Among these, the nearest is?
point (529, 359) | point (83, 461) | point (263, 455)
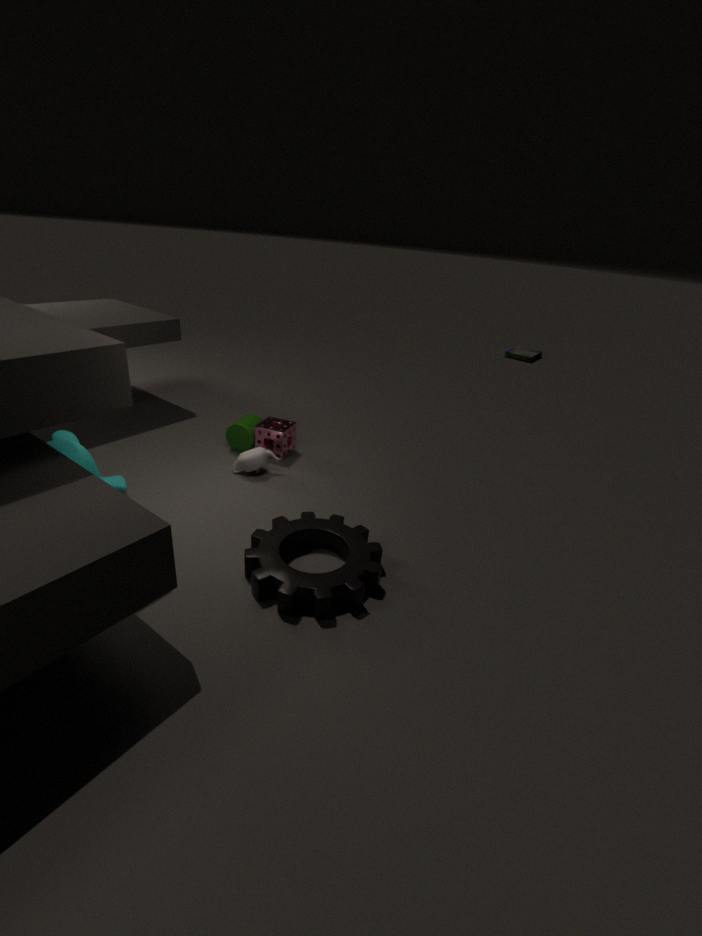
point (83, 461)
